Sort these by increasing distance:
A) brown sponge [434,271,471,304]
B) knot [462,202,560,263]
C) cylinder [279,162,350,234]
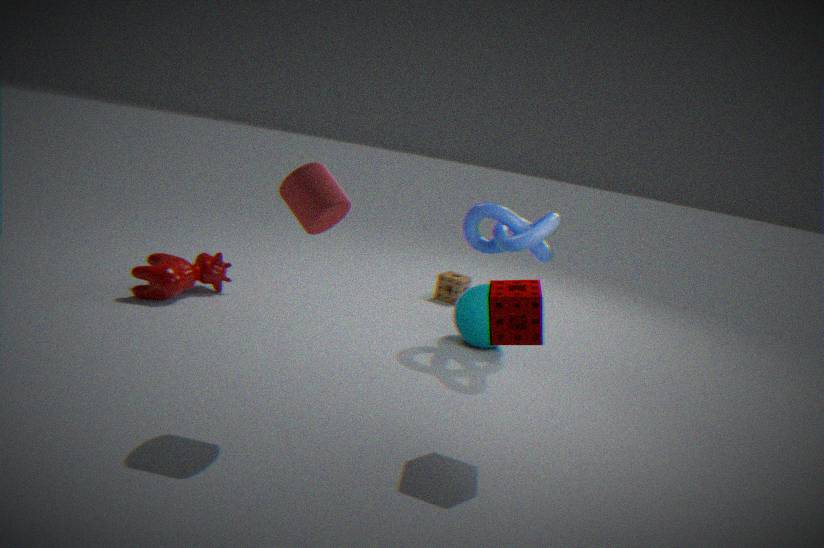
1. cylinder [279,162,350,234]
2. knot [462,202,560,263]
3. brown sponge [434,271,471,304]
